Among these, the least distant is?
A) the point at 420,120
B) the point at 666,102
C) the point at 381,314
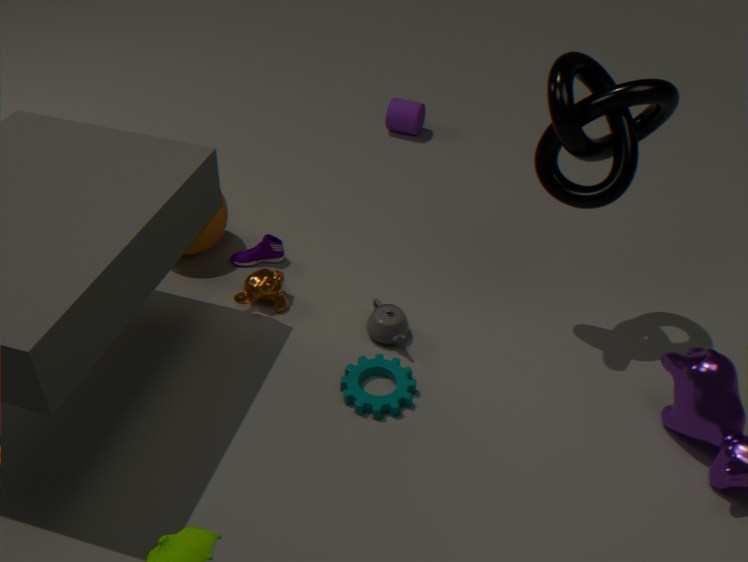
the point at 666,102
